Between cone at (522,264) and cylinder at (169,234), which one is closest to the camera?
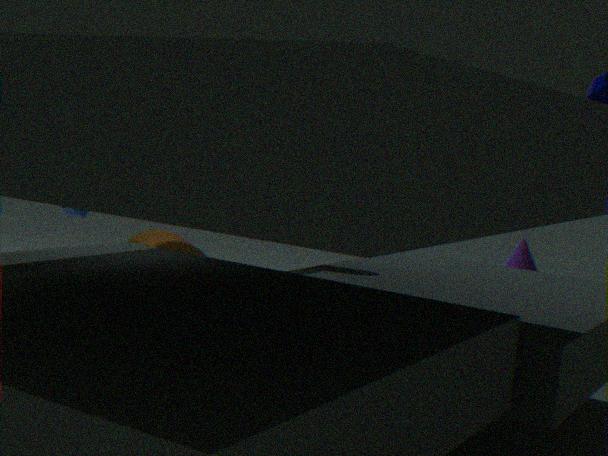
cylinder at (169,234)
